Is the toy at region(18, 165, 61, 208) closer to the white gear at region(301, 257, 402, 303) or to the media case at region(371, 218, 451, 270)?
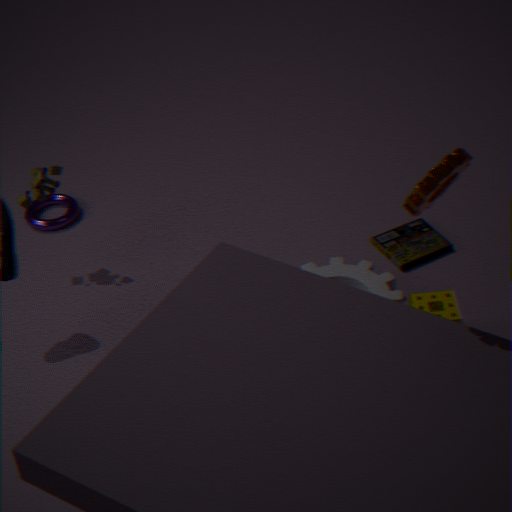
the white gear at region(301, 257, 402, 303)
